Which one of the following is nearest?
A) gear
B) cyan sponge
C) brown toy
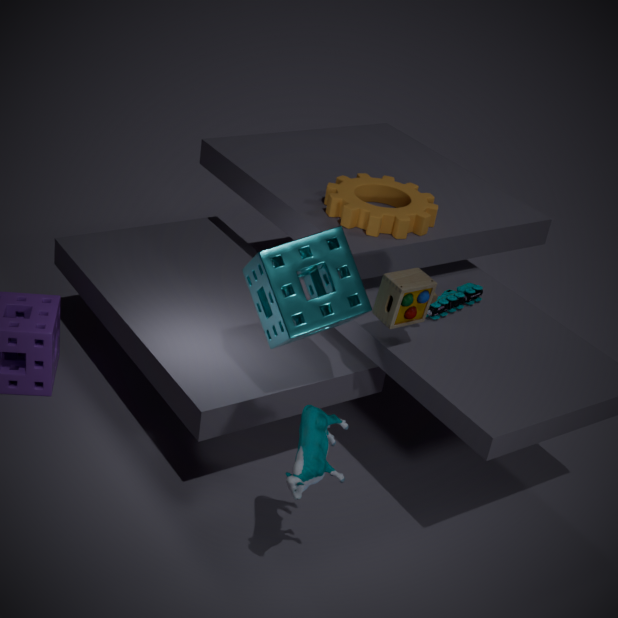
cyan sponge
